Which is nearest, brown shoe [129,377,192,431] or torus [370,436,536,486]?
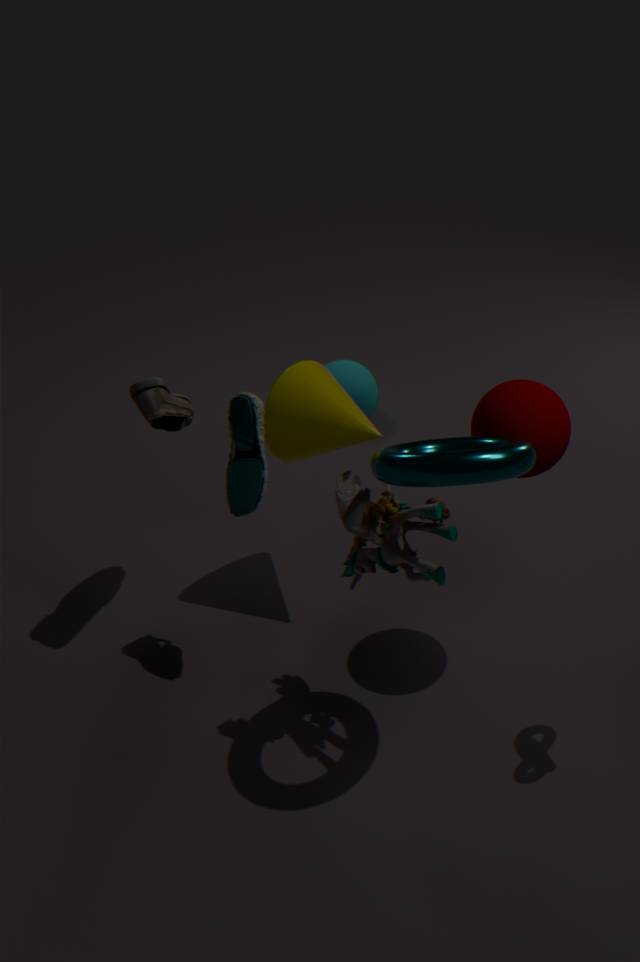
torus [370,436,536,486]
